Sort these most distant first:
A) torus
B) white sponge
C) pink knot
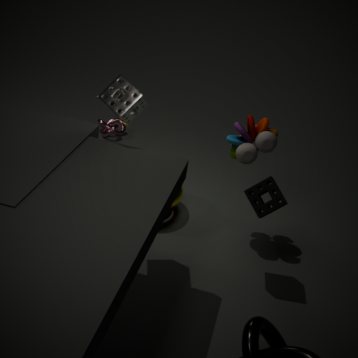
1. pink knot
2. torus
3. white sponge
